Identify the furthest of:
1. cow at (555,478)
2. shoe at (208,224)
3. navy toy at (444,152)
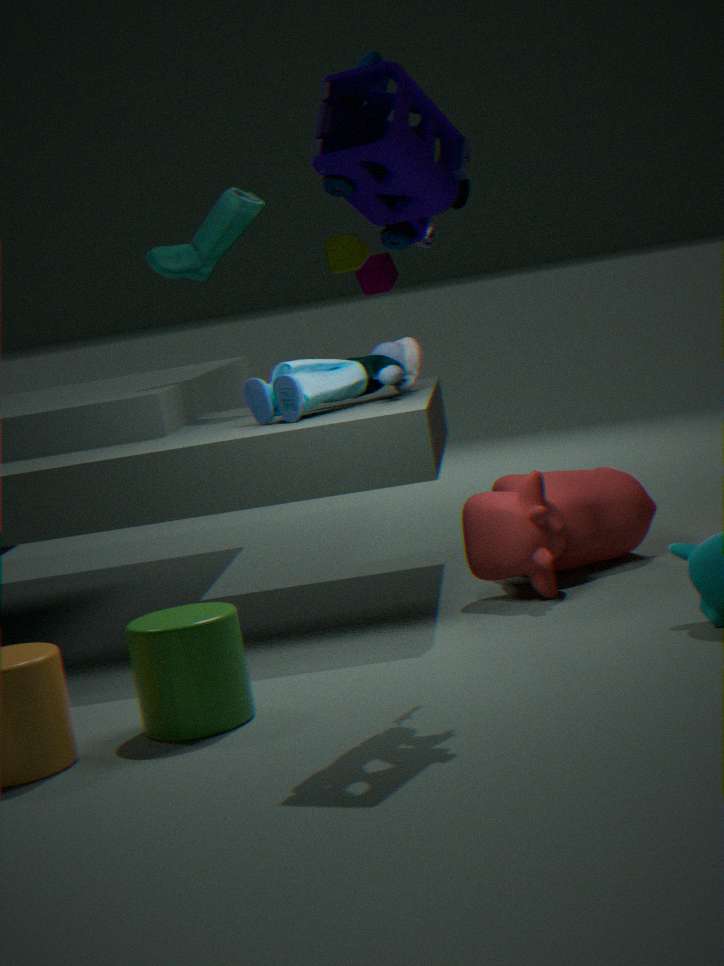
shoe at (208,224)
